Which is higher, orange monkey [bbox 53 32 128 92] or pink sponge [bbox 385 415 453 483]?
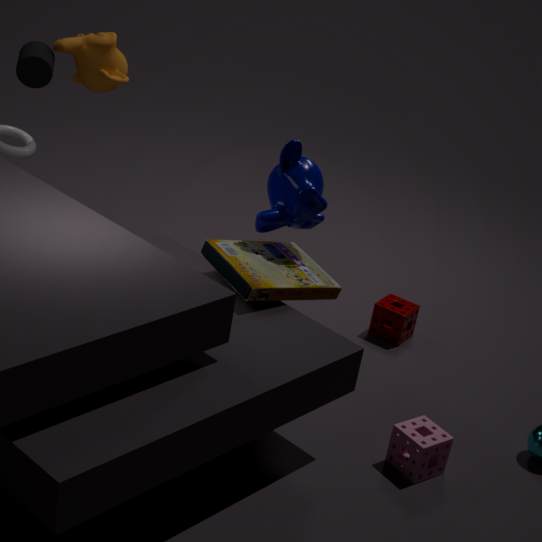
orange monkey [bbox 53 32 128 92]
